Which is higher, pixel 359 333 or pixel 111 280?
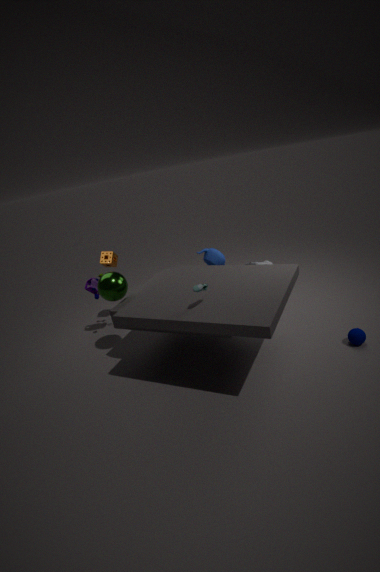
pixel 111 280
